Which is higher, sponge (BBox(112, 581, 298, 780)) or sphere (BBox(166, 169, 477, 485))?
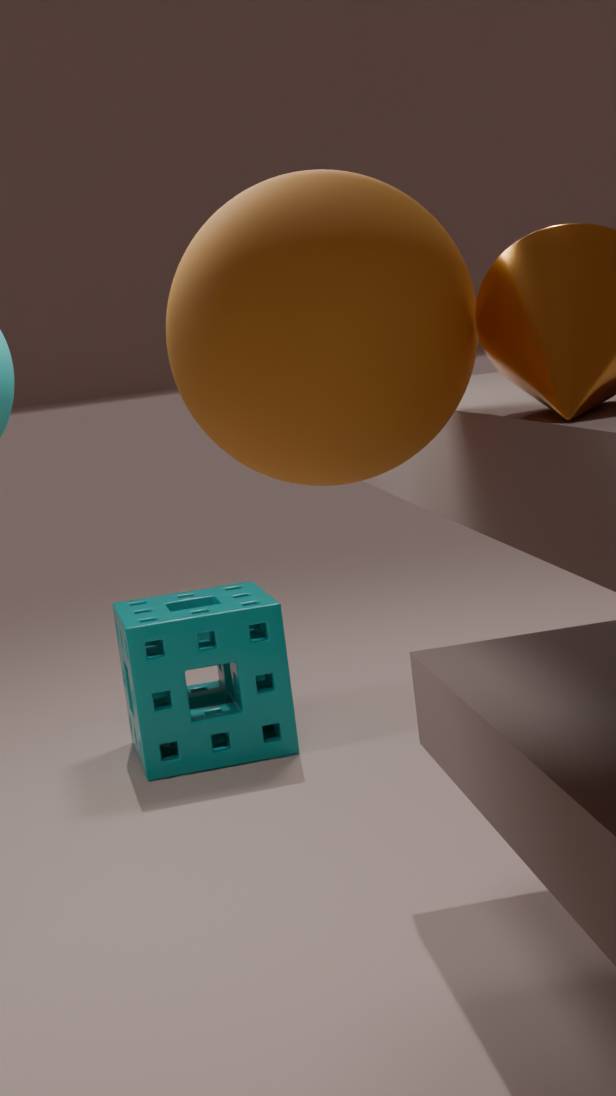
sphere (BBox(166, 169, 477, 485))
